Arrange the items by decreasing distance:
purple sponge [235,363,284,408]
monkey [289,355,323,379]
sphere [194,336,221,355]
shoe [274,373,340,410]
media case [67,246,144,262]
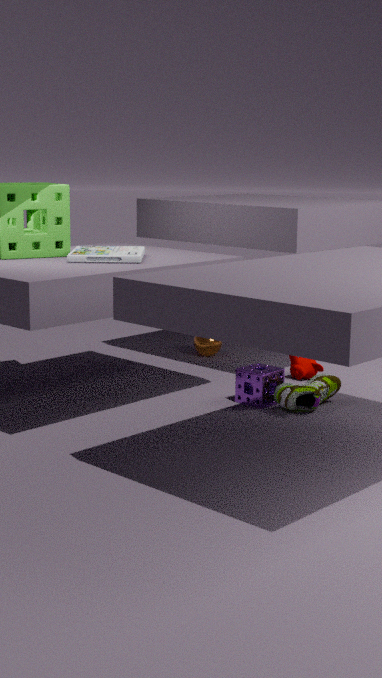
sphere [194,336,221,355] → monkey [289,355,323,379] → purple sponge [235,363,284,408] → shoe [274,373,340,410] → media case [67,246,144,262]
